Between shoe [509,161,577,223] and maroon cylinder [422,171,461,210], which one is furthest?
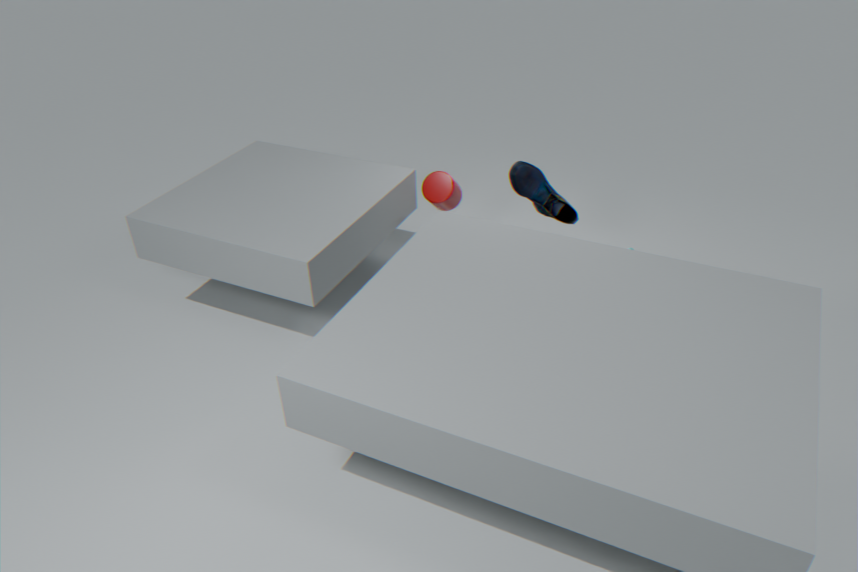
maroon cylinder [422,171,461,210]
